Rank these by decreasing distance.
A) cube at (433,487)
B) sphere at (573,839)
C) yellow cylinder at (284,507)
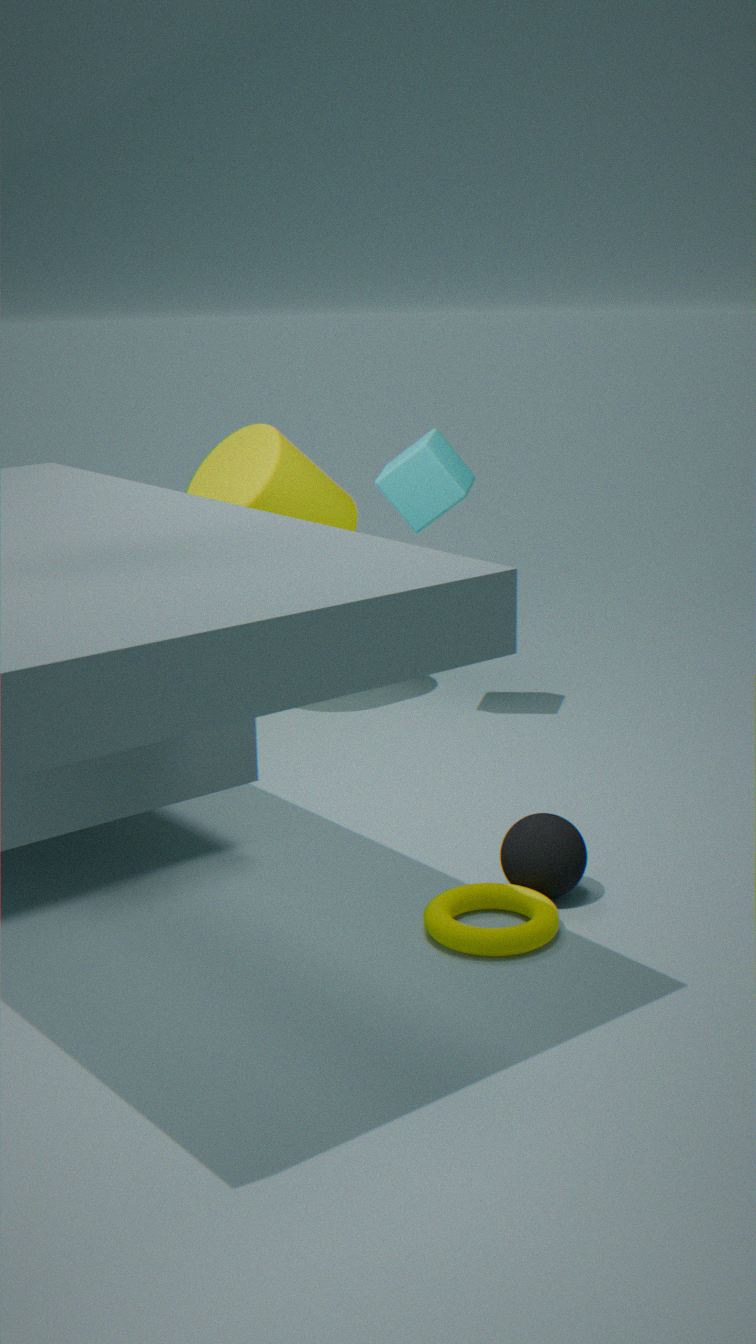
yellow cylinder at (284,507), cube at (433,487), sphere at (573,839)
